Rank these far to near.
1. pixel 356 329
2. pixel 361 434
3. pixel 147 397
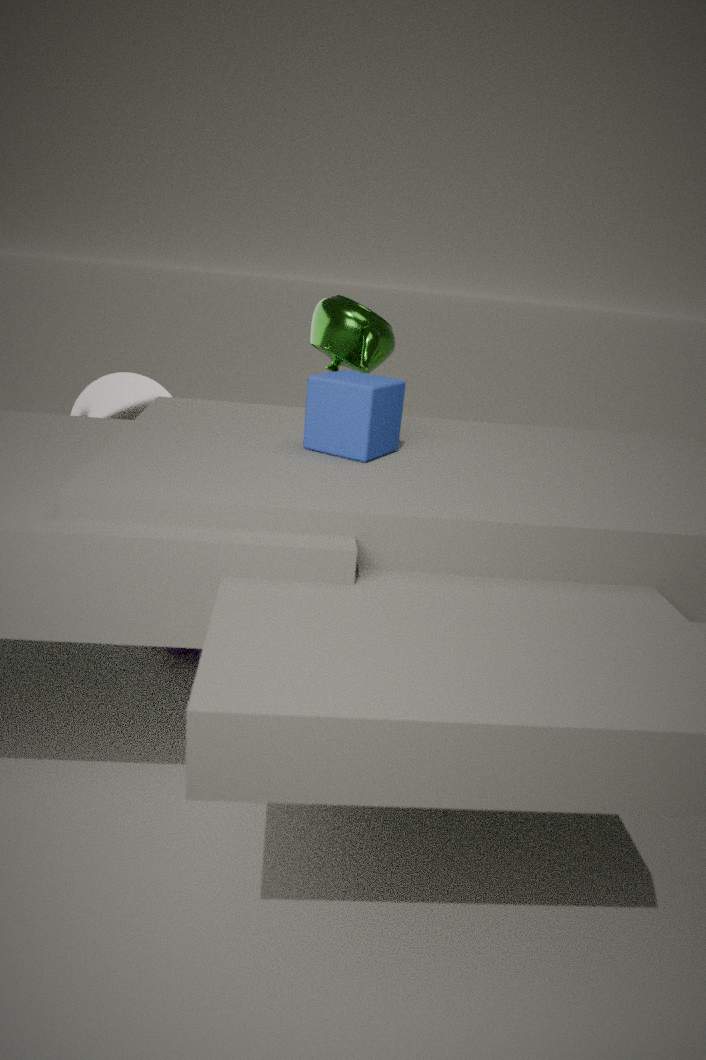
1. pixel 356 329
2. pixel 147 397
3. pixel 361 434
